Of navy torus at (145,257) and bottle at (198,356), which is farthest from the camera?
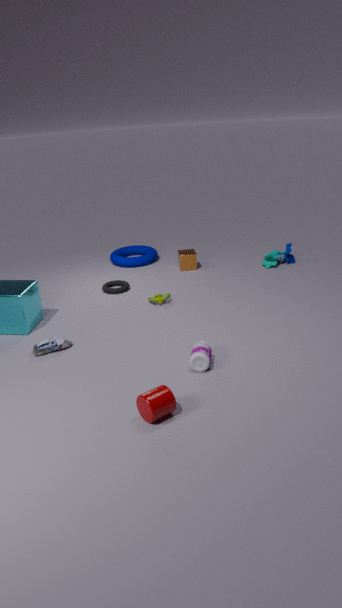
navy torus at (145,257)
